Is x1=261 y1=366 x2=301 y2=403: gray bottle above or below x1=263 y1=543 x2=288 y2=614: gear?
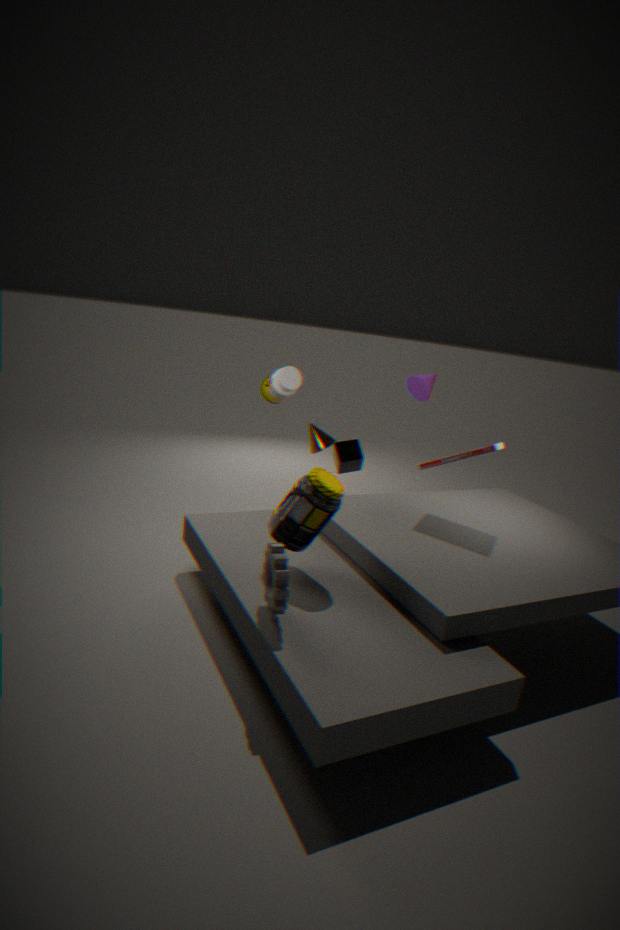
above
